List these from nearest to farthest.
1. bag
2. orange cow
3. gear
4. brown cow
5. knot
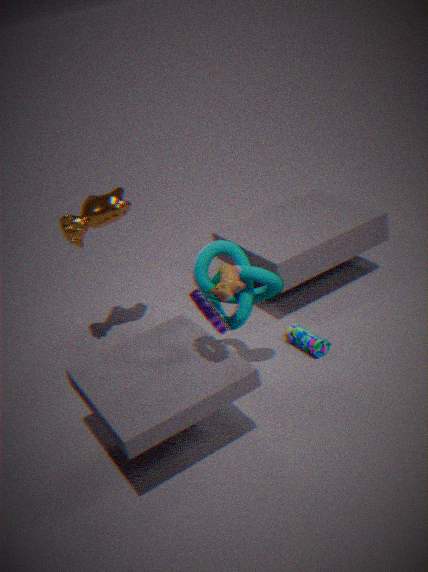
gear, brown cow, knot, orange cow, bag
